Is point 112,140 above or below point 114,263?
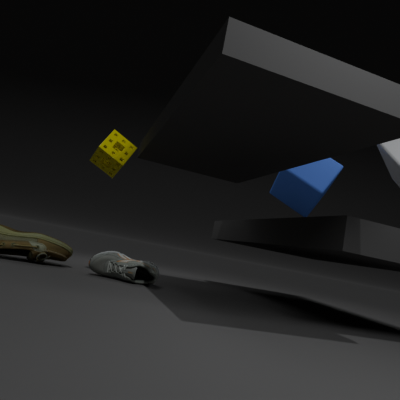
above
